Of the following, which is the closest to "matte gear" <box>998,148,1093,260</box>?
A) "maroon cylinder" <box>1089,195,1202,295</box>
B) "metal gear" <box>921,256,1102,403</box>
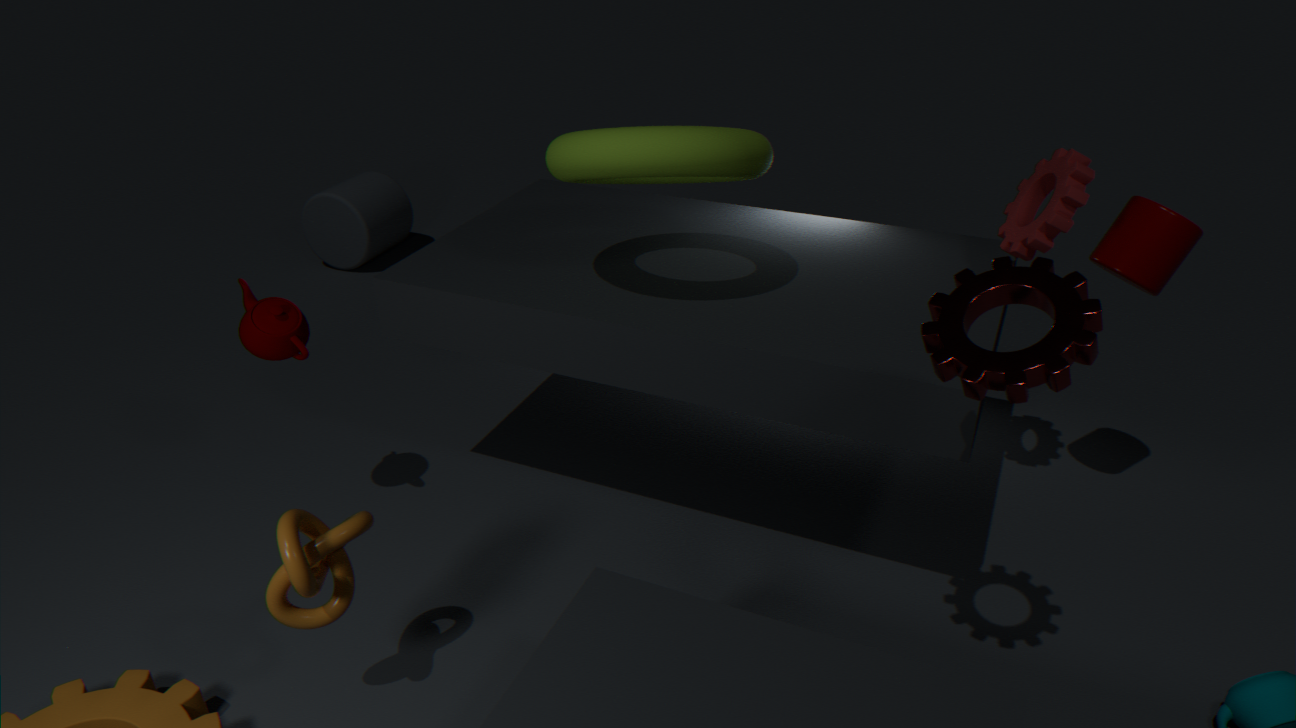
"maroon cylinder" <box>1089,195,1202,295</box>
